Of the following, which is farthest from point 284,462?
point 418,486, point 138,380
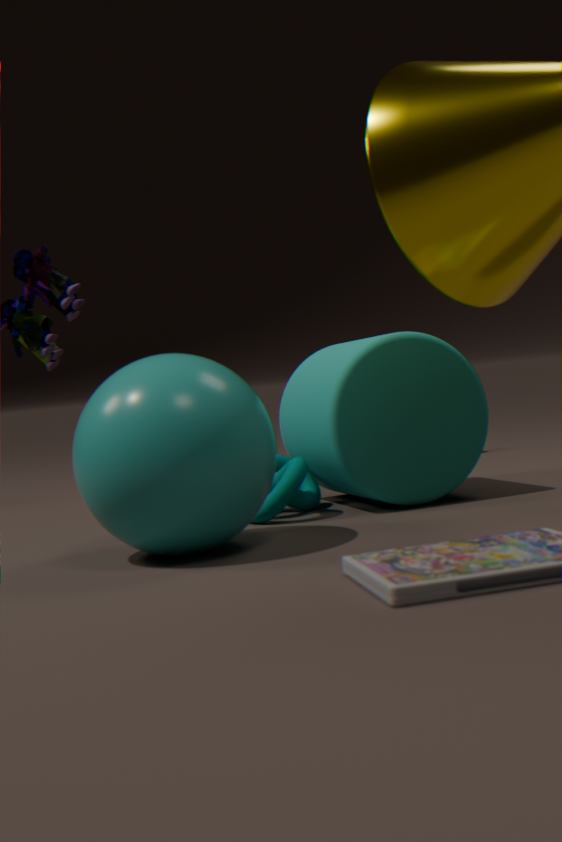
point 138,380
